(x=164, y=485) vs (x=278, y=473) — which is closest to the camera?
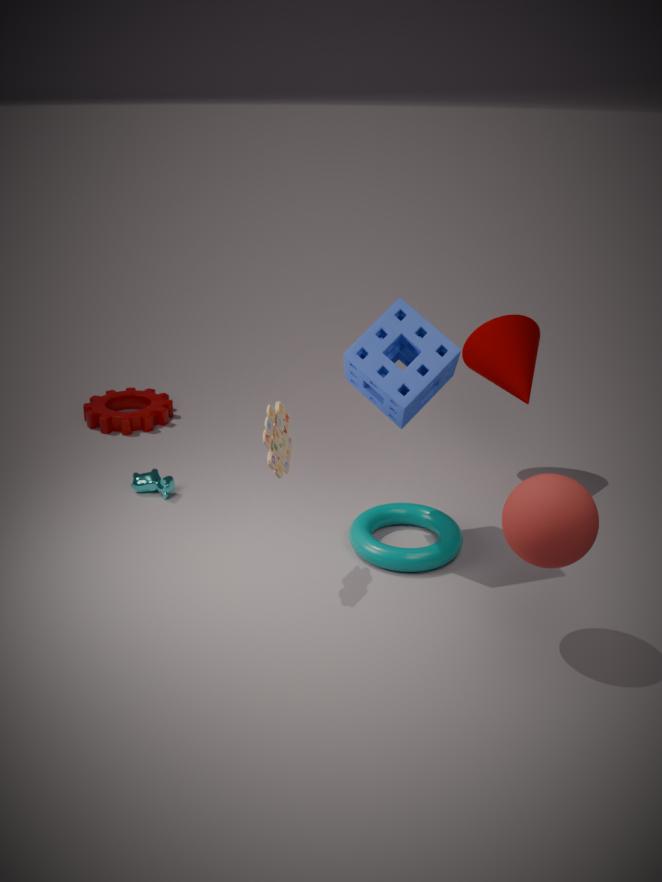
(x=278, y=473)
